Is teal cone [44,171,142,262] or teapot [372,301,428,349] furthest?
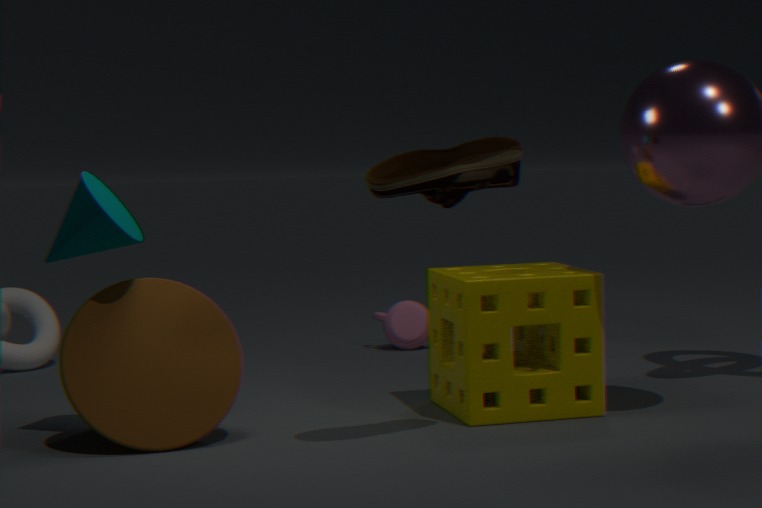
teapot [372,301,428,349]
